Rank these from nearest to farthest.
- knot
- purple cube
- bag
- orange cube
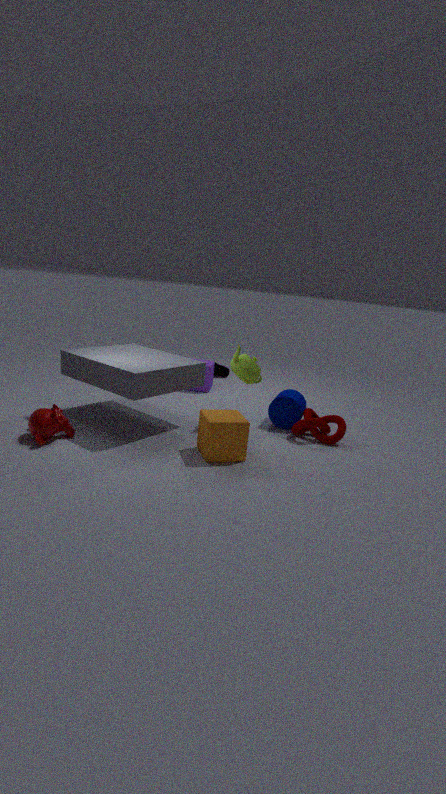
orange cube → knot → purple cube → bag
